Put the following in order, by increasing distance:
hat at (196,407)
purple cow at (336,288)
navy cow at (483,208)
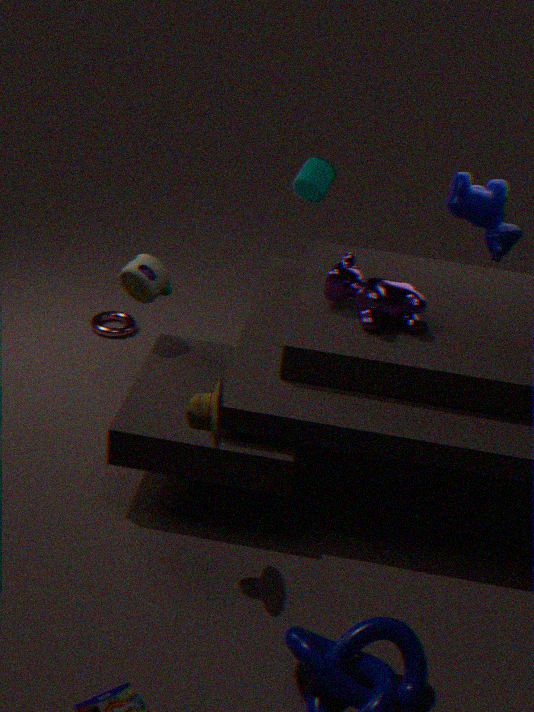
hat at (196,407), purple cow at (336,288), navy cow at (483,208)
